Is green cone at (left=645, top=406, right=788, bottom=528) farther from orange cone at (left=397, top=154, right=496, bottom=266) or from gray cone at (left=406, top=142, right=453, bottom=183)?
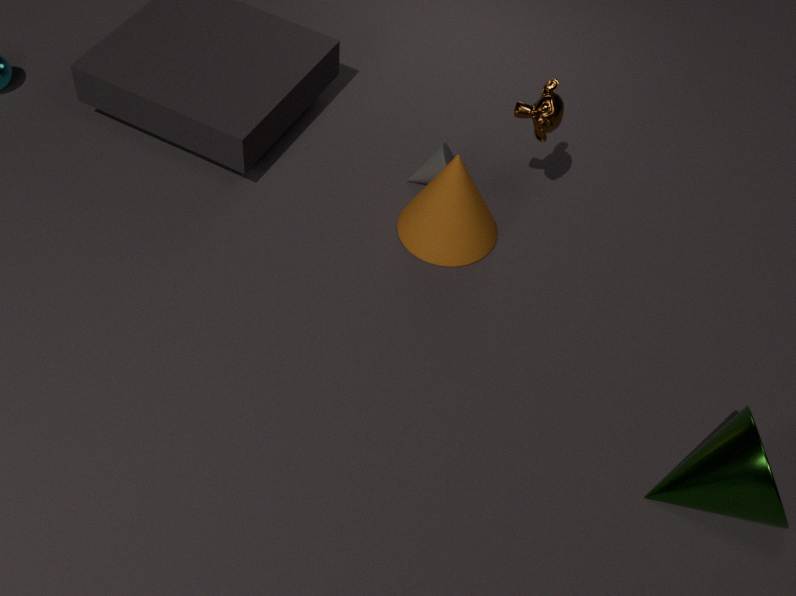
gray cone at (left=406, top=142, right=453, bottom=183)
